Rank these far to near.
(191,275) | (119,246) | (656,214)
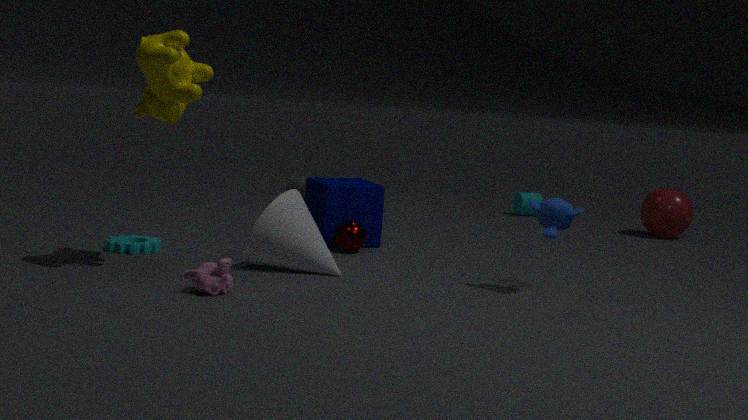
(656,214) < (119,246) < (191,275)
